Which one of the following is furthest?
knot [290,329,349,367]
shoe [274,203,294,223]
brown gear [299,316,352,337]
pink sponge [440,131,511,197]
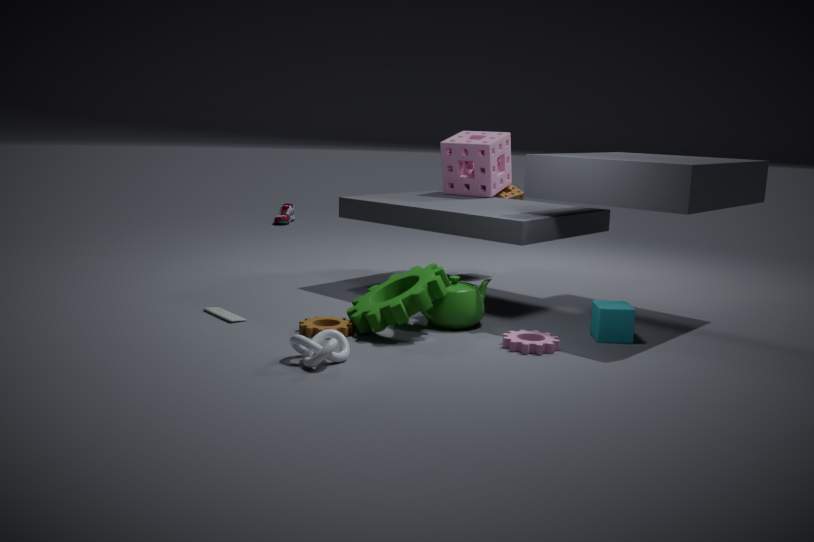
shoe [274,203,294,223]
